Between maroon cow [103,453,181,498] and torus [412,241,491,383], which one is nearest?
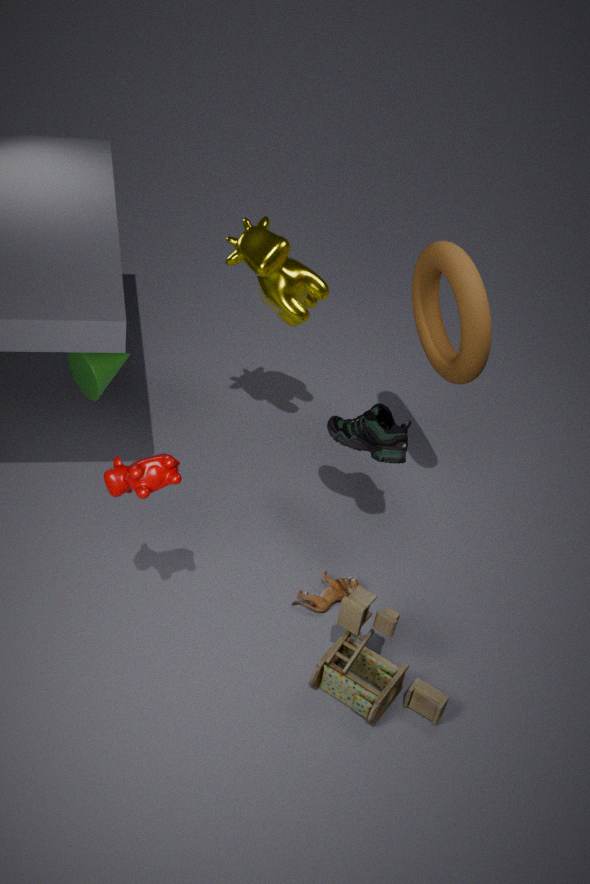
maroon cow [103,453,181,498]
